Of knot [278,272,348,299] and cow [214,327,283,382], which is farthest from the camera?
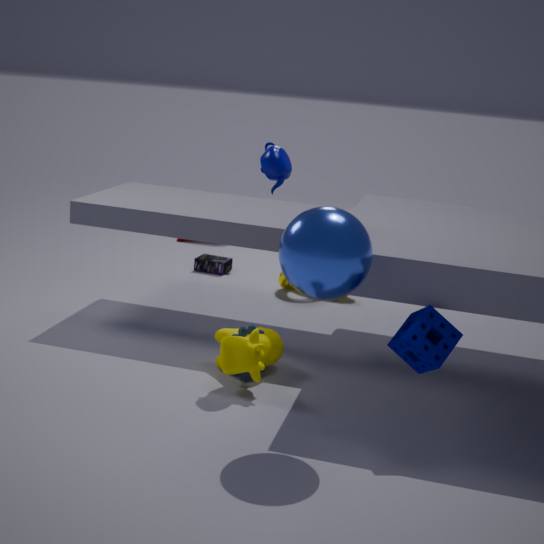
knot [278,272,348,299]
